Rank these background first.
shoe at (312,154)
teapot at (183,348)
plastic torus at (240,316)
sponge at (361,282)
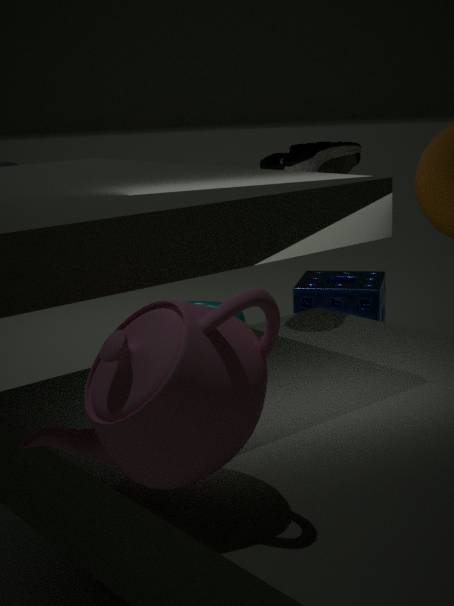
plastic torus at (240,316), sponge at (361,282), shoe at (312,154), teapot at (183,348)
